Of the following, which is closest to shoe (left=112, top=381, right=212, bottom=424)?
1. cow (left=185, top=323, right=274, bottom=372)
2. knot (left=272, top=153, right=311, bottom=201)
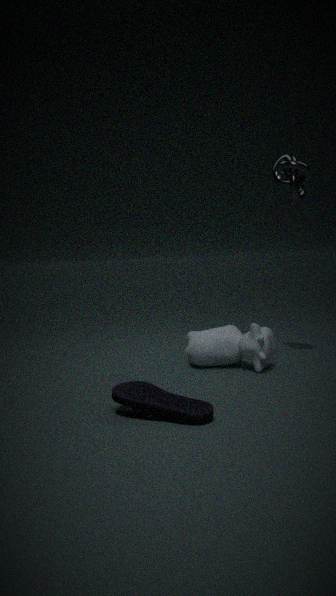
cow (left=185, top=323, right=274, bottom=372)
